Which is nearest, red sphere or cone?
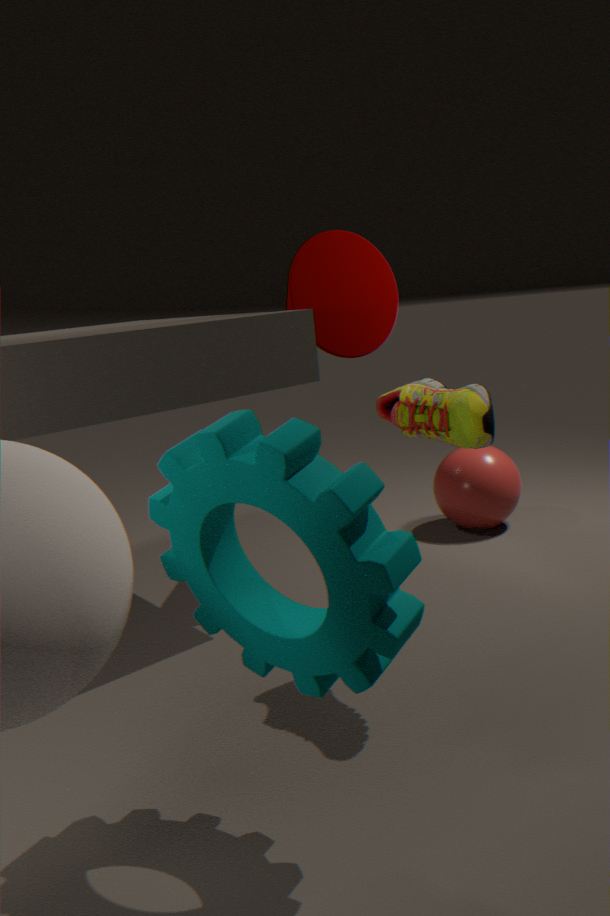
cone
